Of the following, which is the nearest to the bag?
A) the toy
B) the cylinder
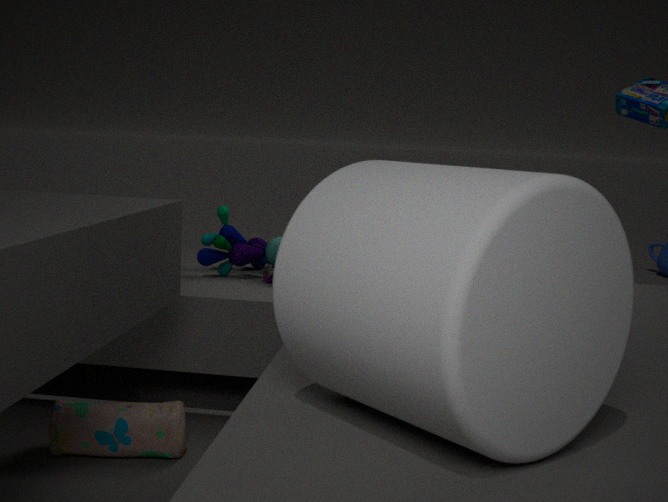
the toy
